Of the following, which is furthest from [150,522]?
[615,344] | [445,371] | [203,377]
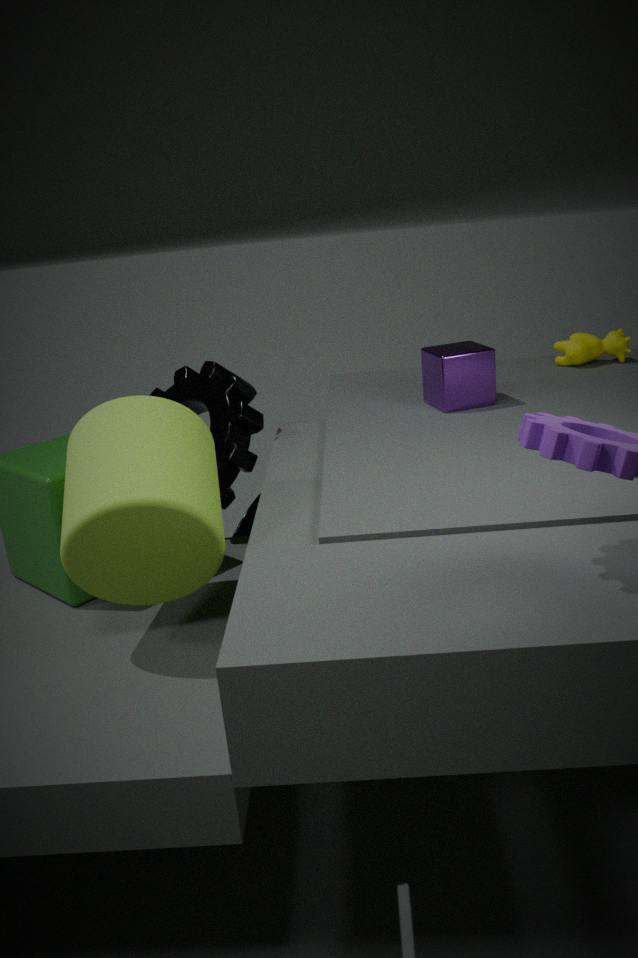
[615,344]
